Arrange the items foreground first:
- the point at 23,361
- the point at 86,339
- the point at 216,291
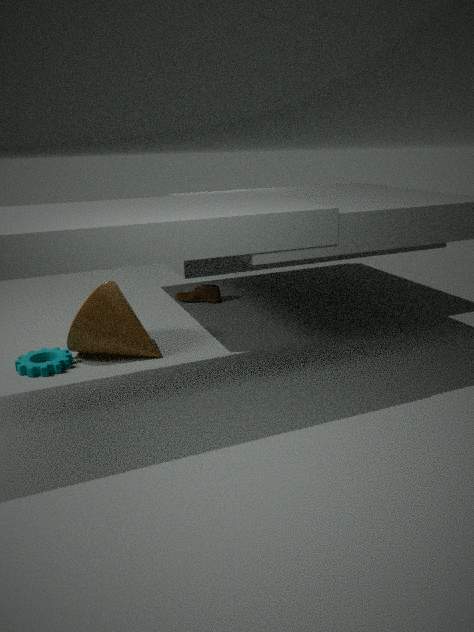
1. the point at 23,361
2. the point at 86,339
3. the point at 216,291
